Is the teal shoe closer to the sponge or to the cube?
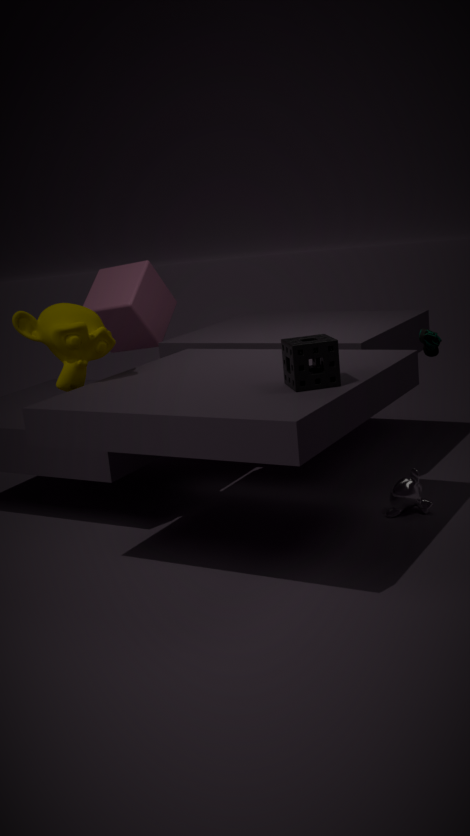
the sponge
